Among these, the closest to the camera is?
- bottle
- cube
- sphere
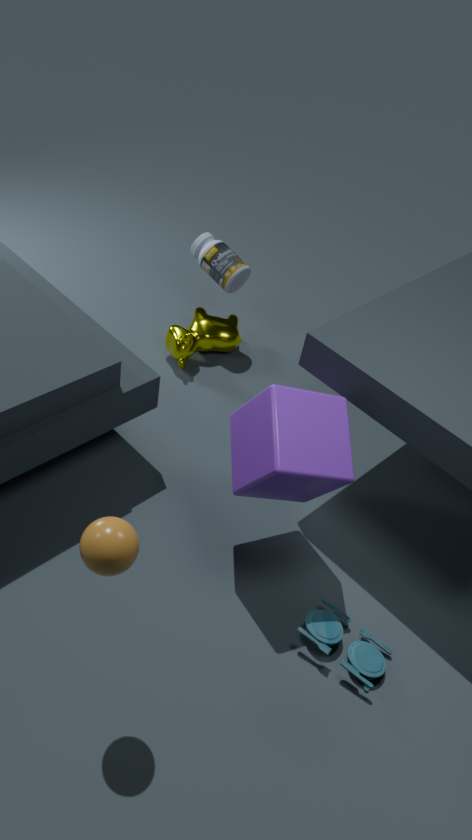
sphere
